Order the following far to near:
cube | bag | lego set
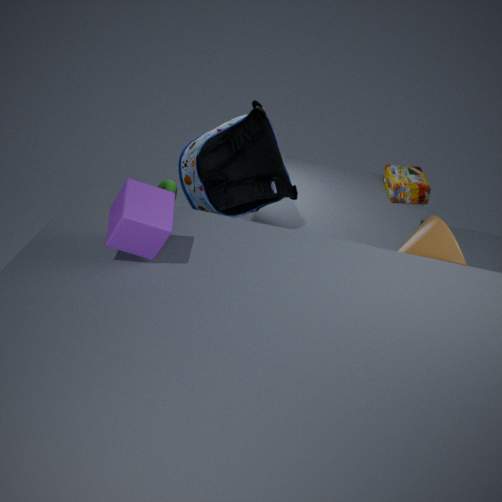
lego set, bag, cube
